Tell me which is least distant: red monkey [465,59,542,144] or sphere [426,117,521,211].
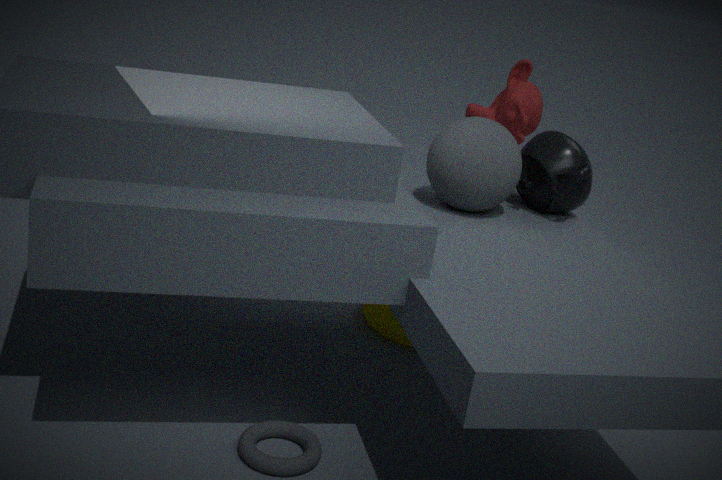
sphere [426,117,521,211]
